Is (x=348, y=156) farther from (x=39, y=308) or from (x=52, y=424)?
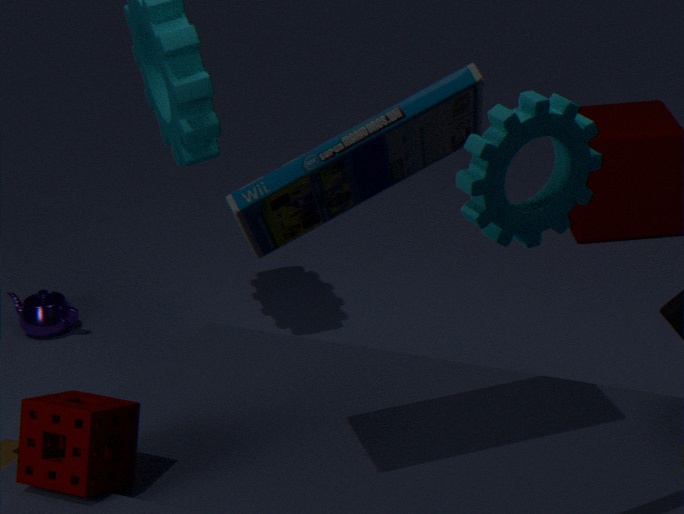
(x=39, y=308)
